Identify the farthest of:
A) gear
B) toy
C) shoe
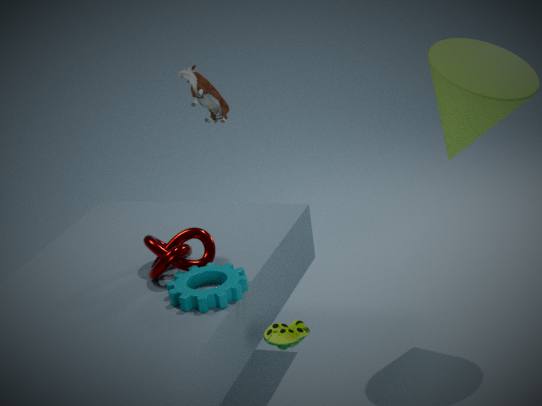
toy
